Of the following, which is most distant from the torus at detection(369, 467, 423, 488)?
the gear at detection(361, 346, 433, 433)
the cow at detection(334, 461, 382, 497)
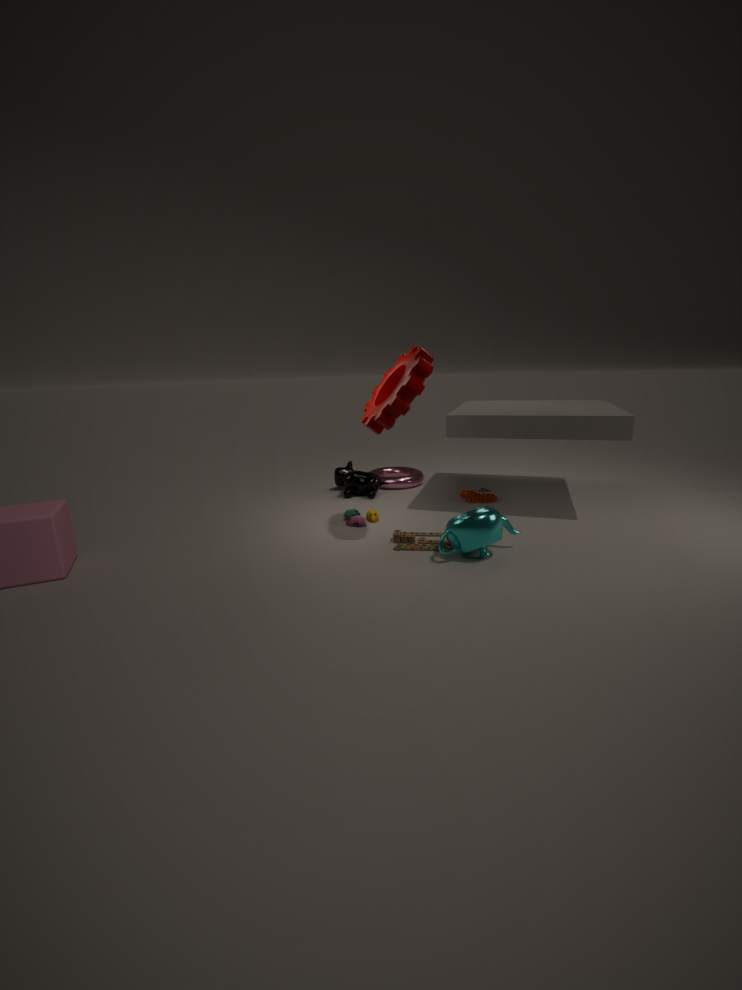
the gear at detection(361, 346, 433, 433)
